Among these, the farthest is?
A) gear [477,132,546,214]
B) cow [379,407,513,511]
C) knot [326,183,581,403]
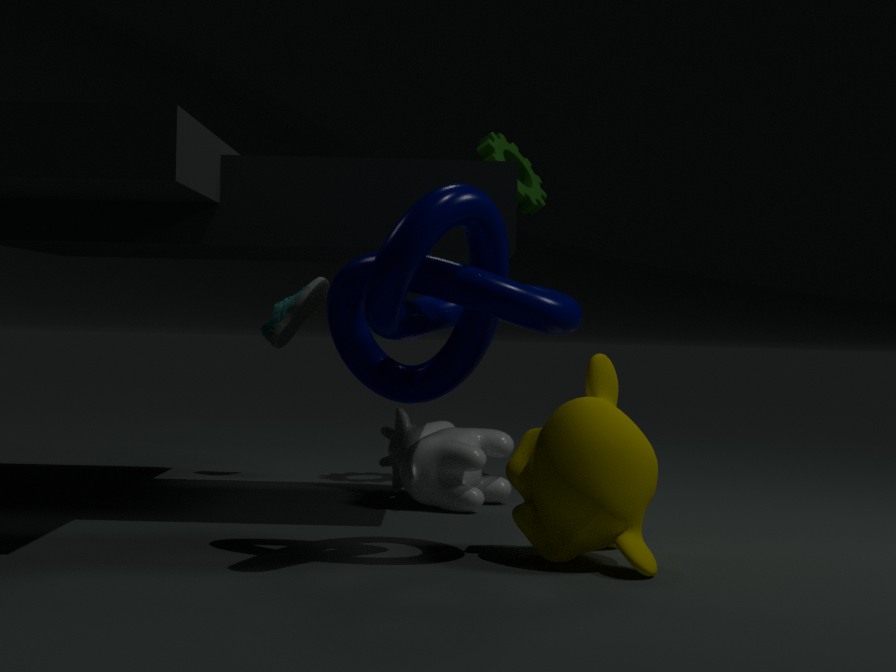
gear [477,132,546,214]
